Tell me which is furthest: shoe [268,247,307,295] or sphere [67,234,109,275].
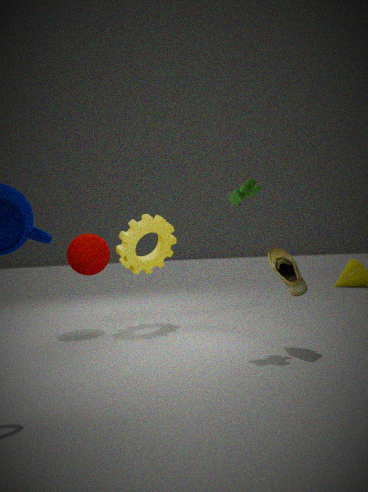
sphere [67,234,109,275]
